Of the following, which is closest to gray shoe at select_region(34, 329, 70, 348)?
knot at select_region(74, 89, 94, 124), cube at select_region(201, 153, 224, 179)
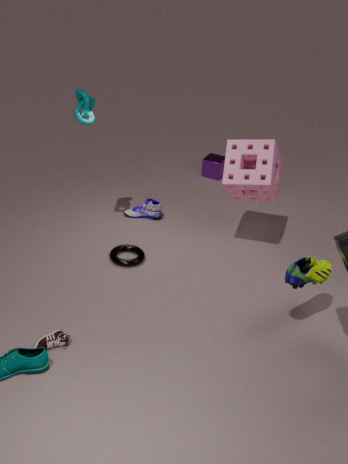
knot at select_region(74, 89, 94, 124)
